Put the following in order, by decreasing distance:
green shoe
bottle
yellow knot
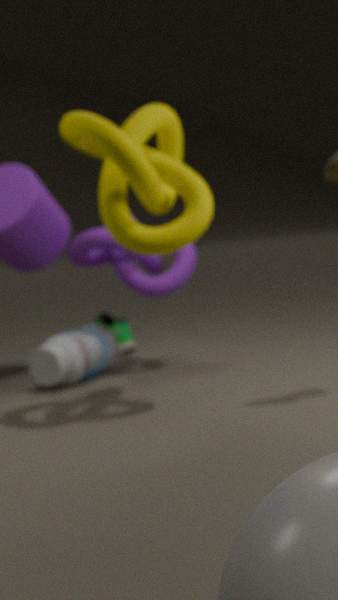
green shoe
bottle
yellow knot
